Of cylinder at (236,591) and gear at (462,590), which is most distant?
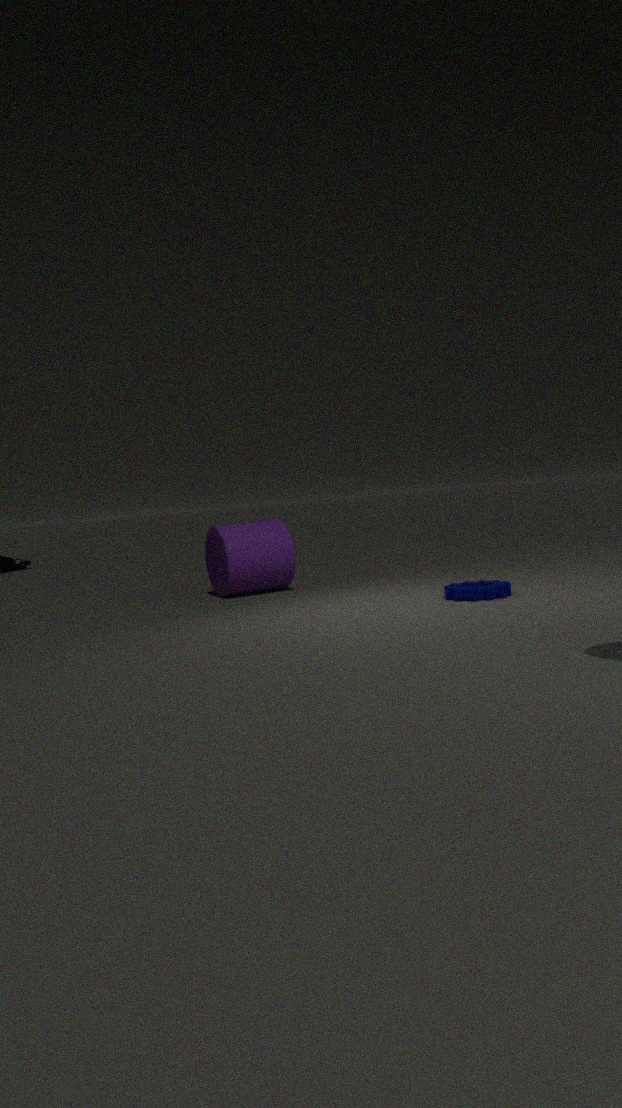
cylinder at (236,591)
